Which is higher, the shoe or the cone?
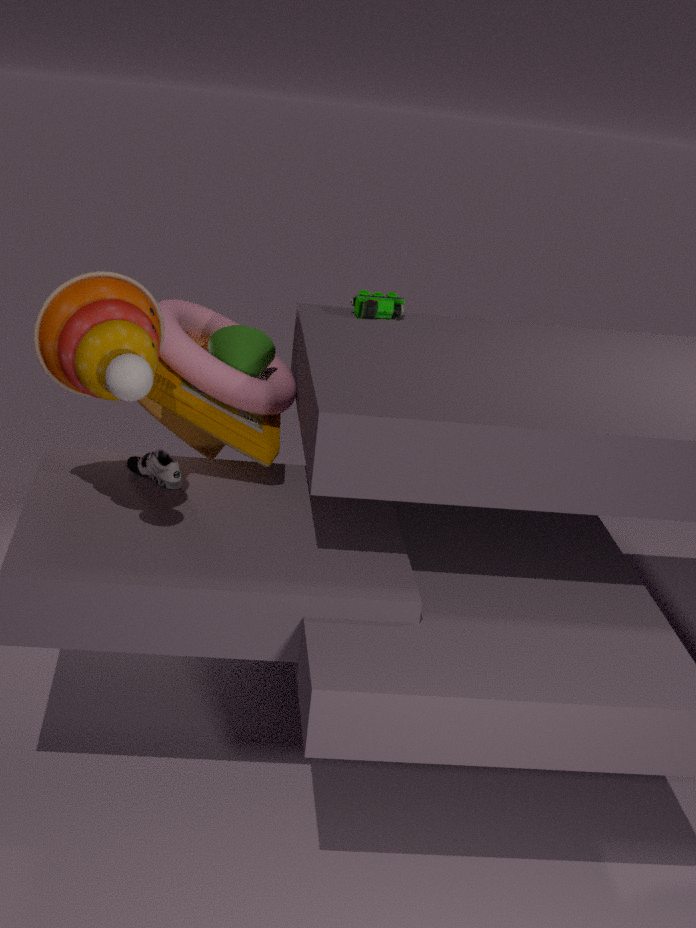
the cone
